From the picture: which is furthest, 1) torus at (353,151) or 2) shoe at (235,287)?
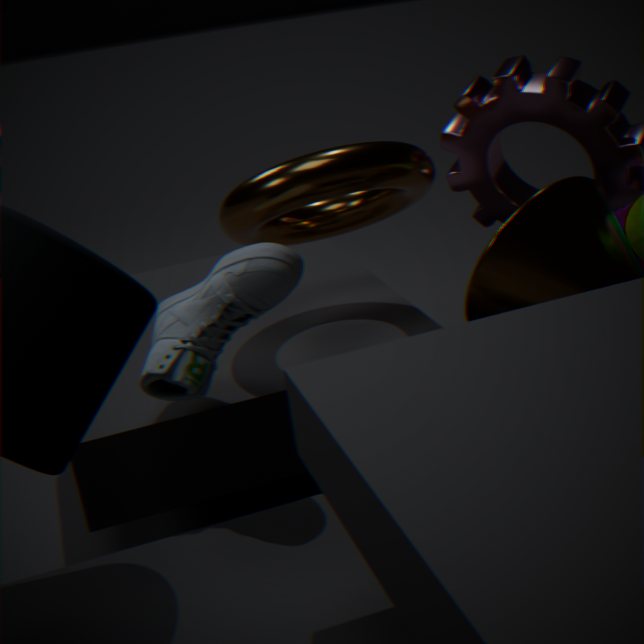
1. torus at (353,151)
